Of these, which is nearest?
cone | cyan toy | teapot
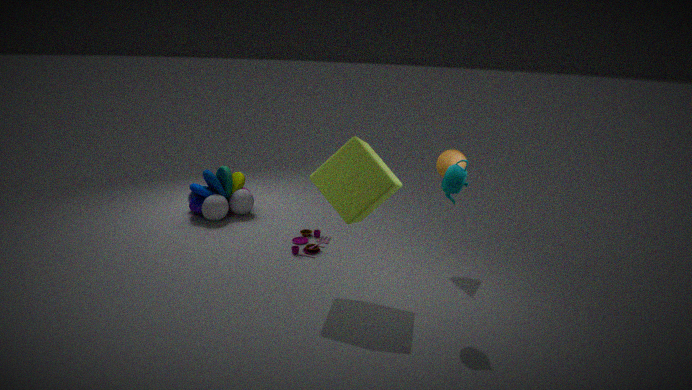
teapot
